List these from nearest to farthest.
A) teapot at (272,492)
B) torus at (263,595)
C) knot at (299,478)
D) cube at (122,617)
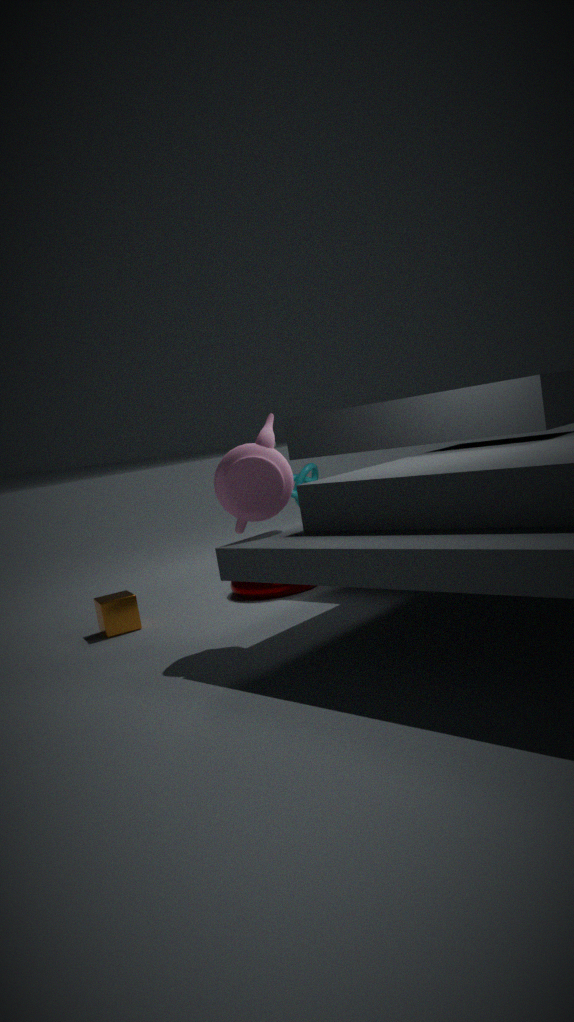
teapot at (272,492) → cube at (122,617) → torus at (263,595) → knot at (299,478)
